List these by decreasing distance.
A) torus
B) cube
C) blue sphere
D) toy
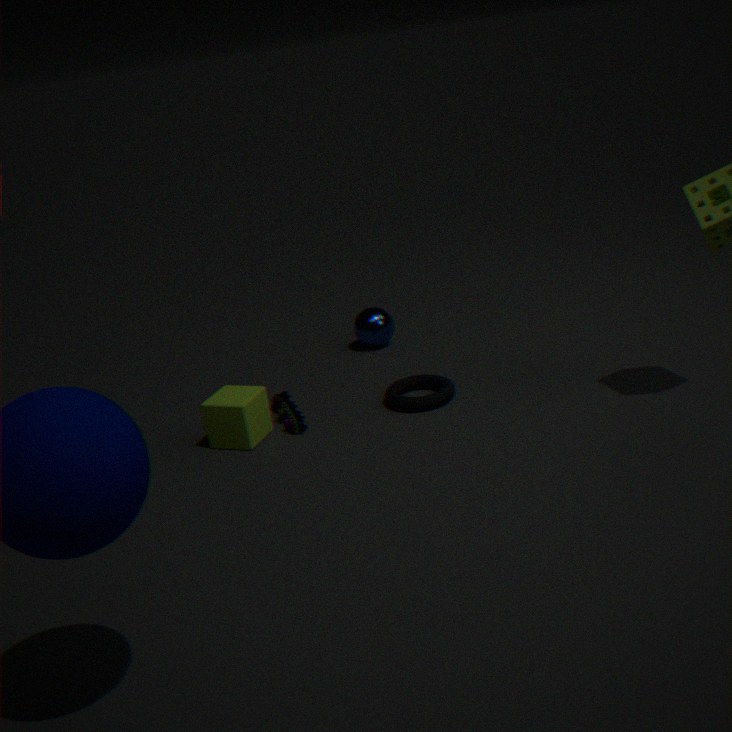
blue sphere < torus < toy < cube
